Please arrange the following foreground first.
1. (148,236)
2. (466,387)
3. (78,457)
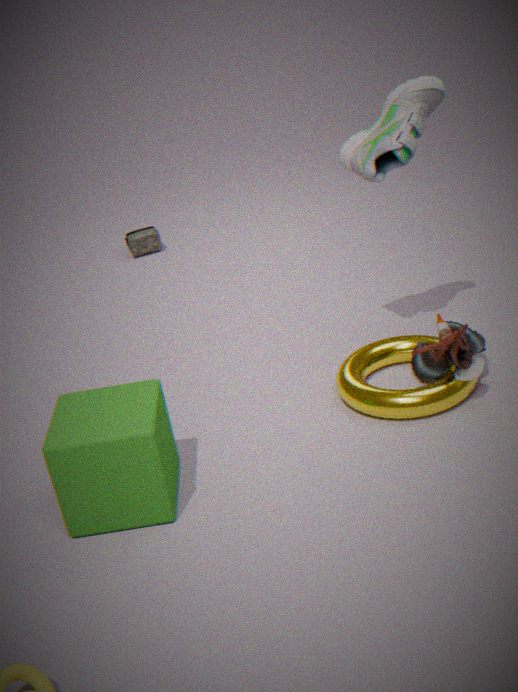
(78,457) < (466,387) < (148,236)
